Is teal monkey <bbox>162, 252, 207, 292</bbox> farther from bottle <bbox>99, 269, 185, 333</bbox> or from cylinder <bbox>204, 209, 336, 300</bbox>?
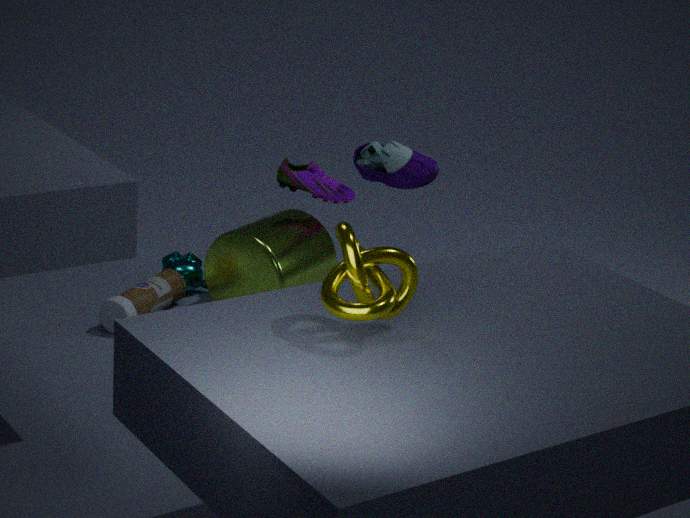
cylinder <bbox>204, 209, 336, 300</bbox>
